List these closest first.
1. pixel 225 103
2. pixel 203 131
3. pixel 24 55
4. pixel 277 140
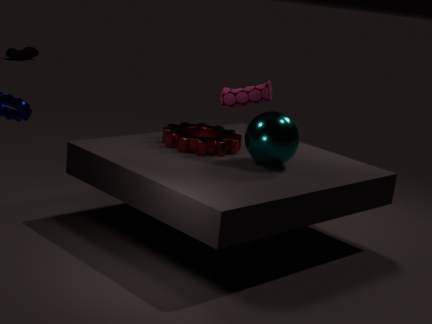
pixel 277 140 < pixel 225 103 < pixel 203 131 < pixel 24 55
